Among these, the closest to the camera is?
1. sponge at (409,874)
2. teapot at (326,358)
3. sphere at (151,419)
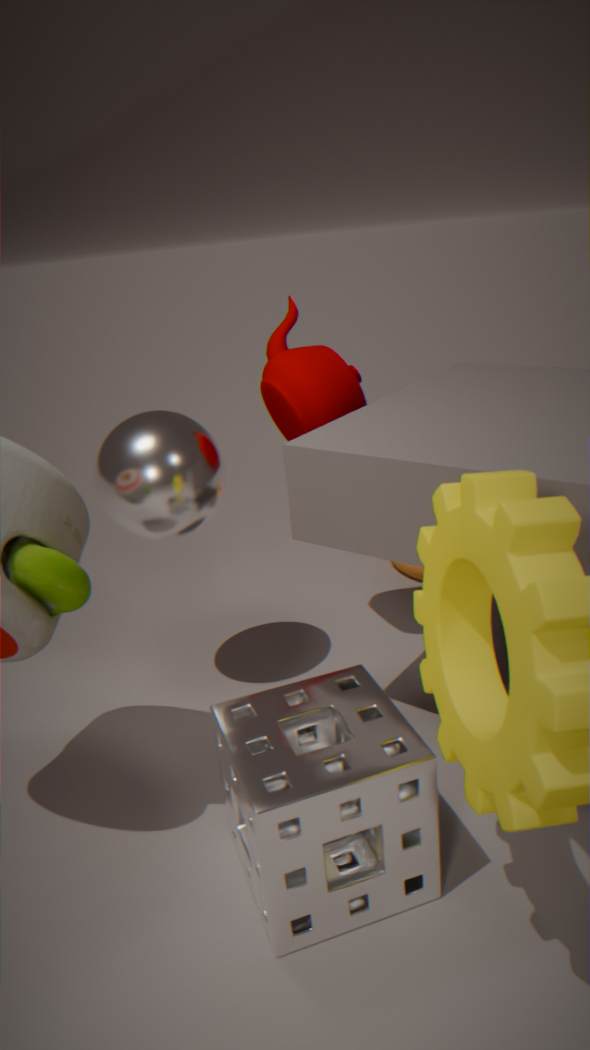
sponge at (409,874)
